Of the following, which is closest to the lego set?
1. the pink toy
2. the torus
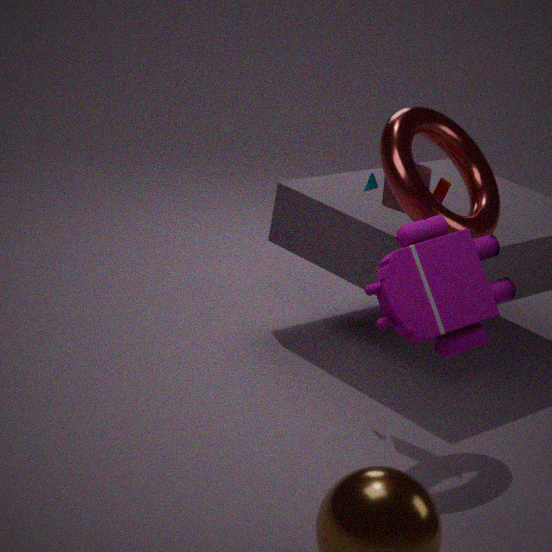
the torus
